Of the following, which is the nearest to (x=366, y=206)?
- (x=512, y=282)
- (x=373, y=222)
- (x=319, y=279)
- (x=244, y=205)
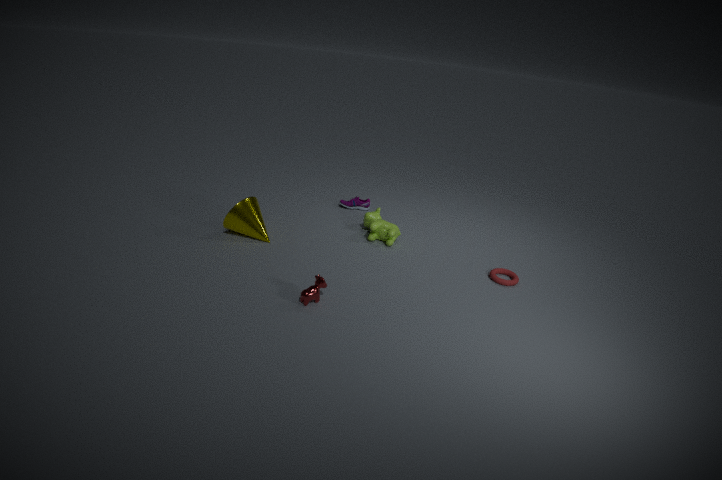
(x=373, y=222)
